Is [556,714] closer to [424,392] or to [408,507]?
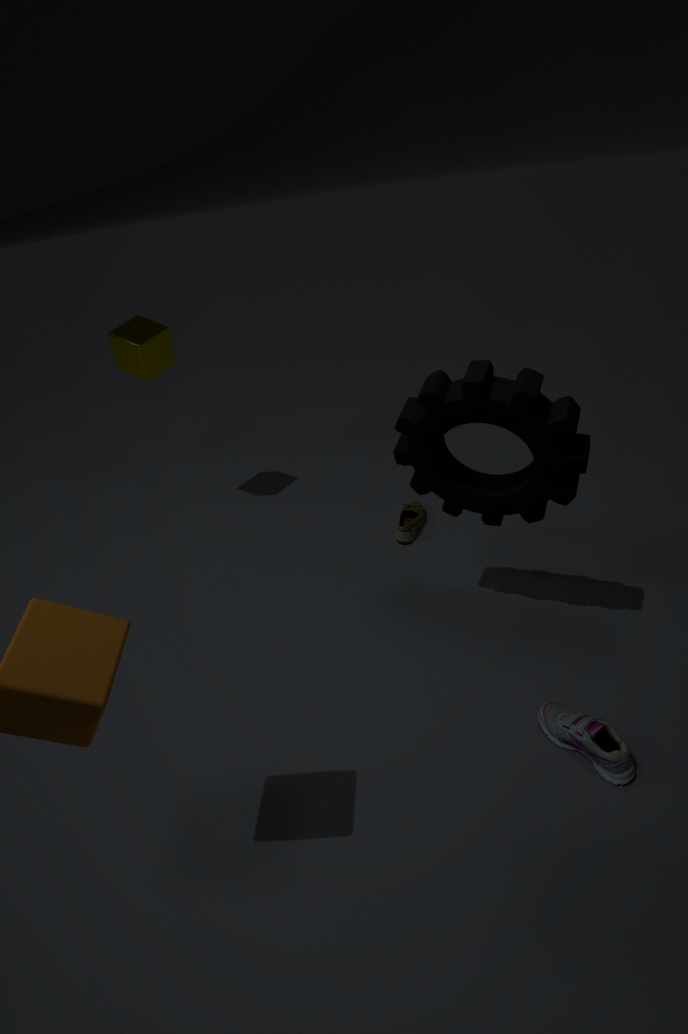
[424,392]
